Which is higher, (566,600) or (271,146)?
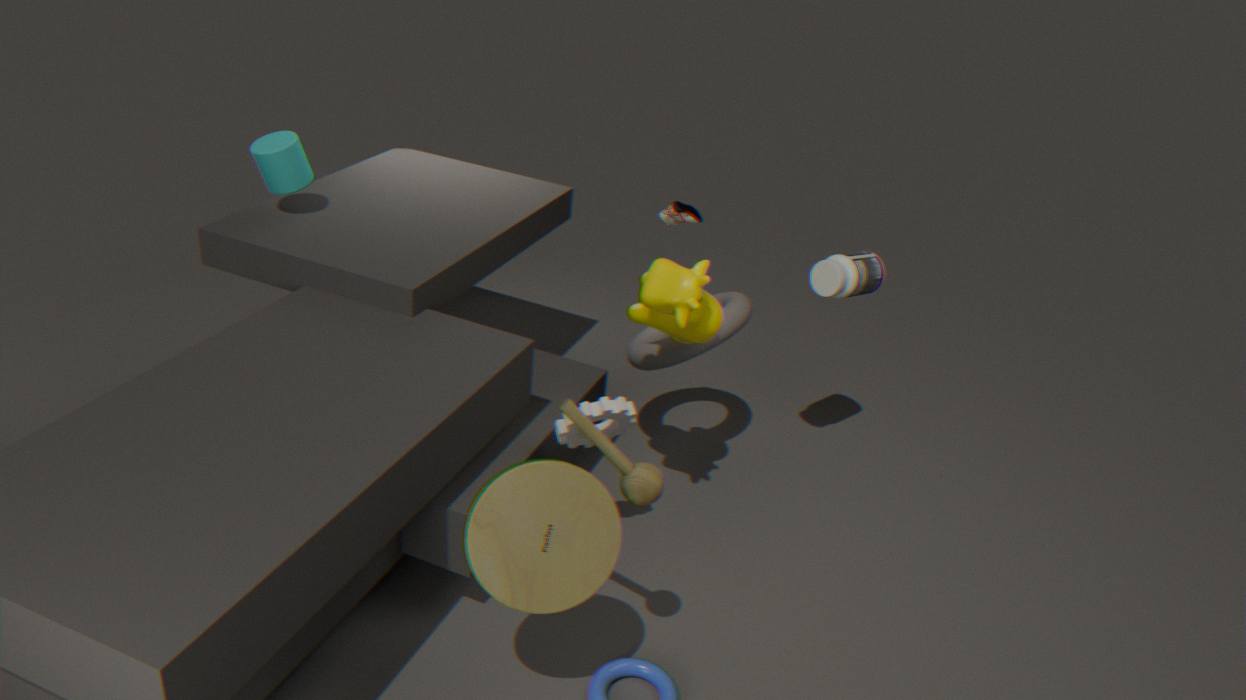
(271,146)
